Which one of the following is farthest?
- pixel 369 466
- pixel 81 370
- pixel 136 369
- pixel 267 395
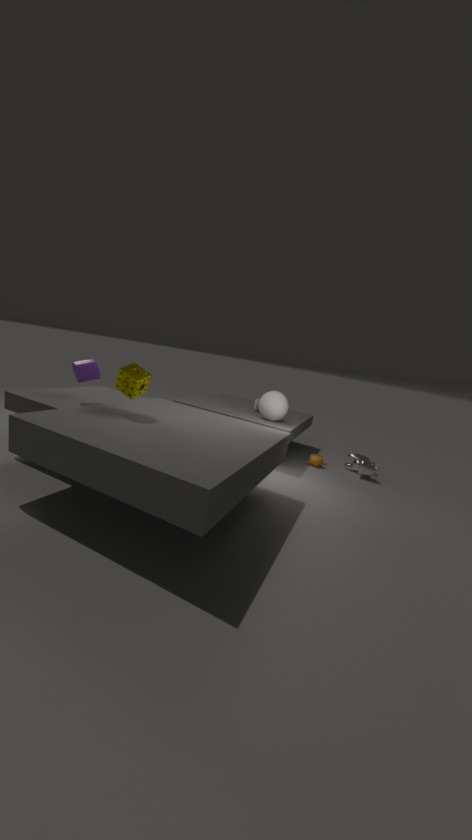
pixel 267 395
